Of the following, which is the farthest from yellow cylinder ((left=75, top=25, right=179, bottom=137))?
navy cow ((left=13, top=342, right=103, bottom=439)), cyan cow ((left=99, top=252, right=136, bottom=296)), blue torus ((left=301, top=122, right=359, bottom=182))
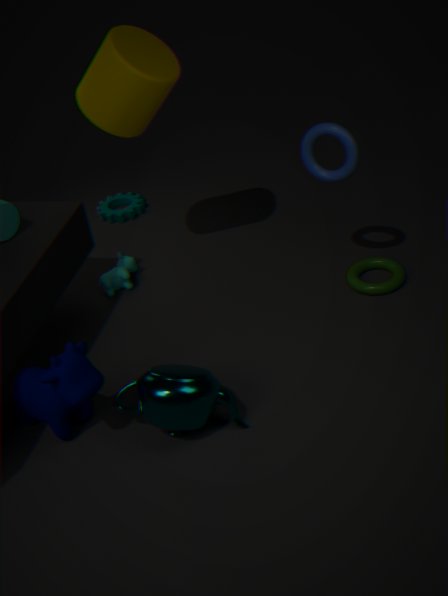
navy cow ((left=13, top=342, right=103, bottom=439))
